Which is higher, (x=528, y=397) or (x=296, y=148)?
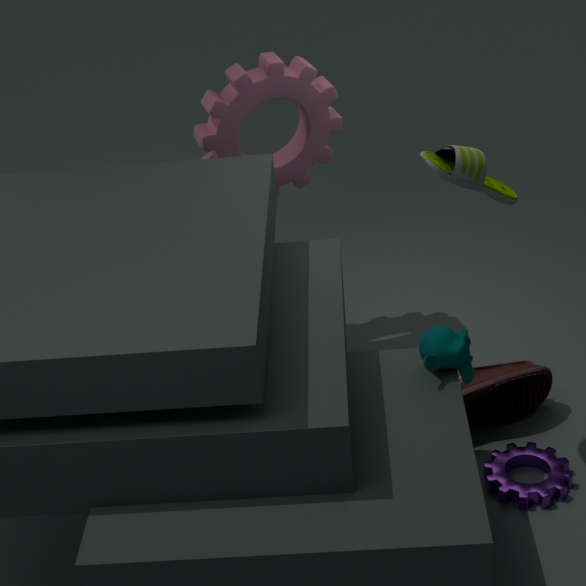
(x=296, y=148)
